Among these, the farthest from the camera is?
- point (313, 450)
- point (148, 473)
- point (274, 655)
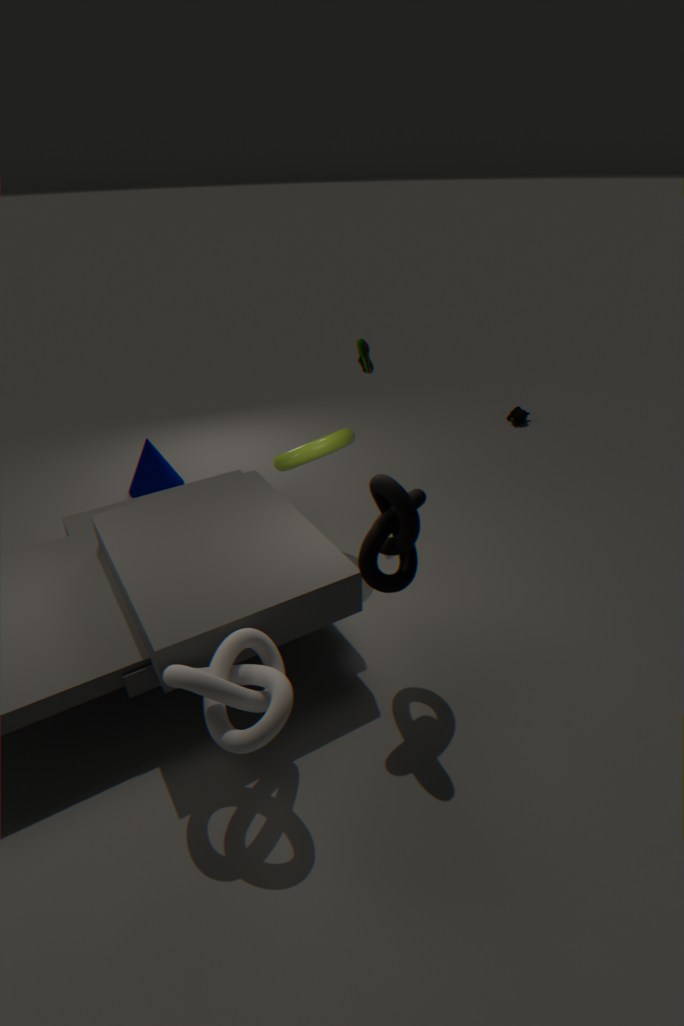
point (148, 473)
